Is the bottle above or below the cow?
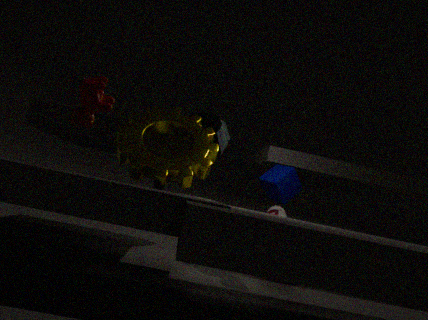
below
